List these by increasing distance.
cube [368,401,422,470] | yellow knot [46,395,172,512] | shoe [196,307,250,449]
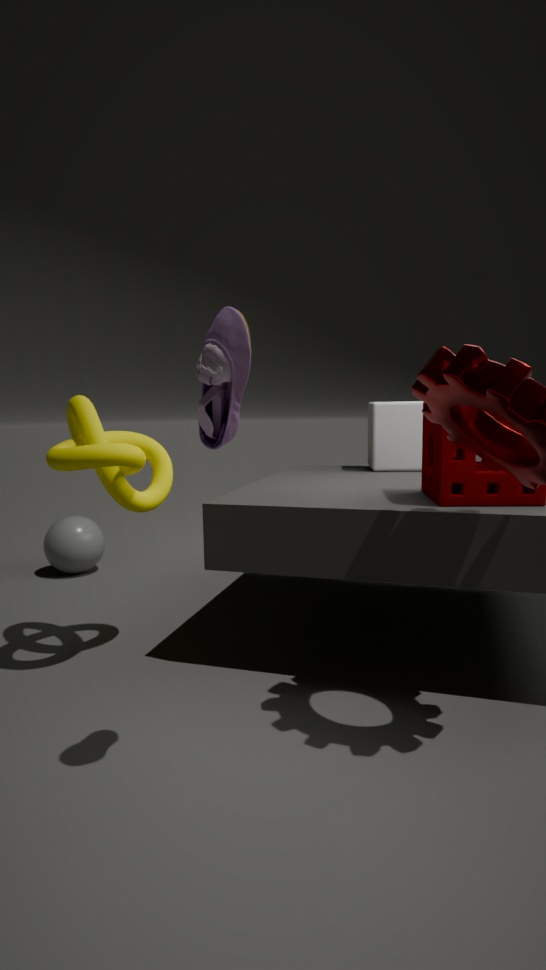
shoe [196,307,250,449]
yellow knot [46,395,172,512]
cube [368,401,422,470]
